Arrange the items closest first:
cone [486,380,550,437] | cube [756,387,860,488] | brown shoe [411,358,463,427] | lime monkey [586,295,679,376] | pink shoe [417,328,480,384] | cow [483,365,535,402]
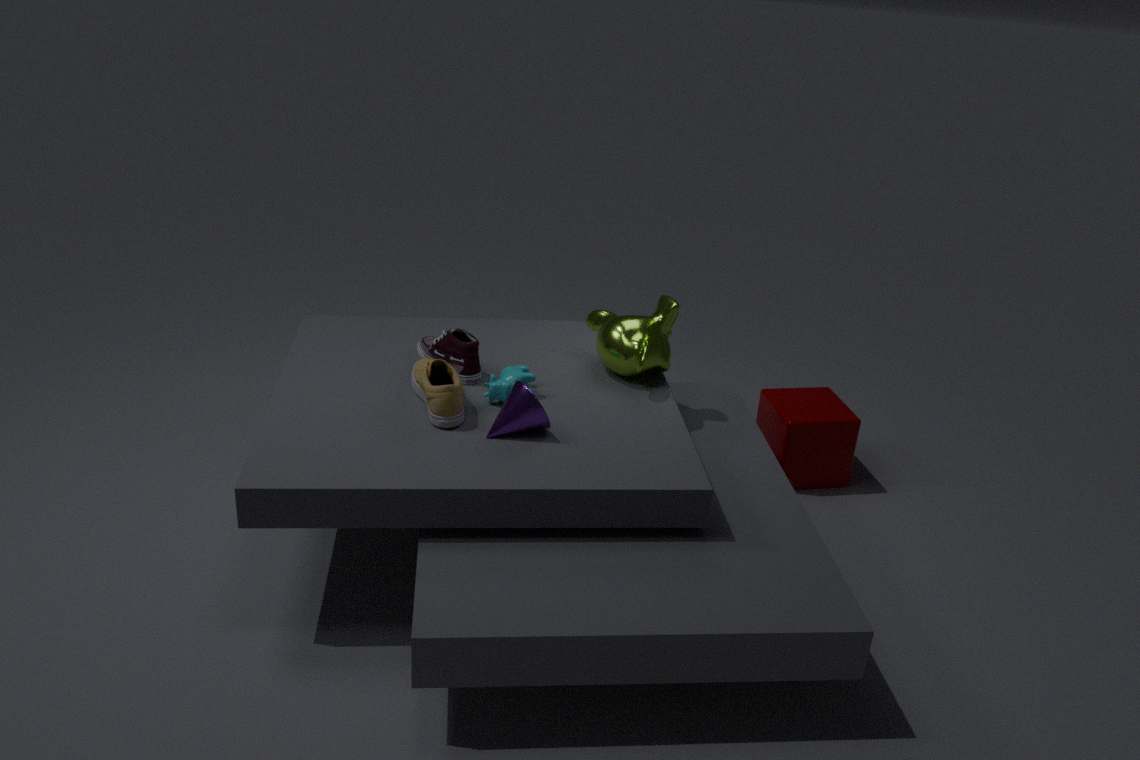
cone [486,380,550,437] → brown shoe [411,358,463,427] → cow [483,365,535,402] → pink shoe [417,328,480,384] → lime monkey [586,295,679,376] → cube [756,387,860,488]
